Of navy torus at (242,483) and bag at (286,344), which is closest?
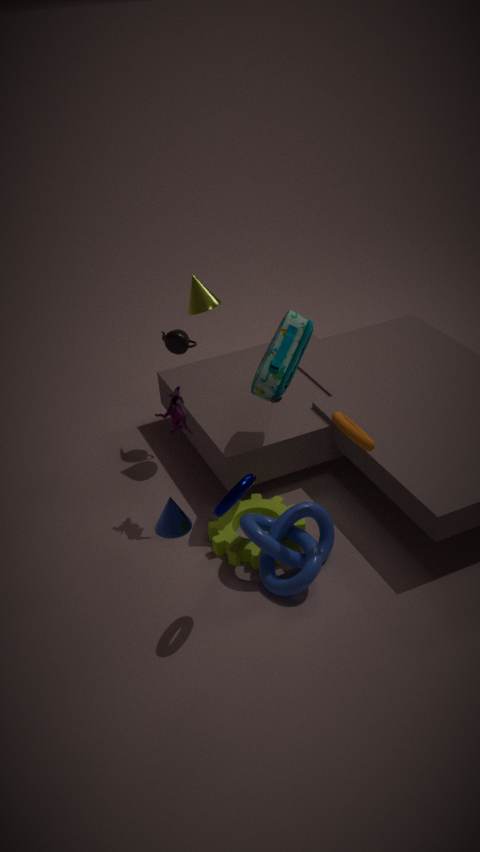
navy torus at (242,483)
